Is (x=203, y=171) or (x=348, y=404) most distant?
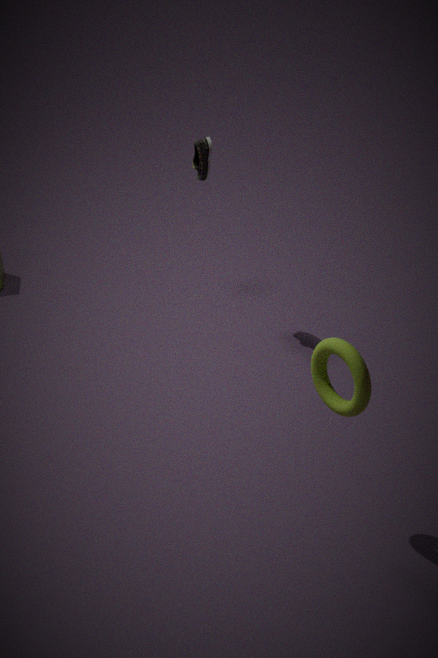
(x=203, y=171)
